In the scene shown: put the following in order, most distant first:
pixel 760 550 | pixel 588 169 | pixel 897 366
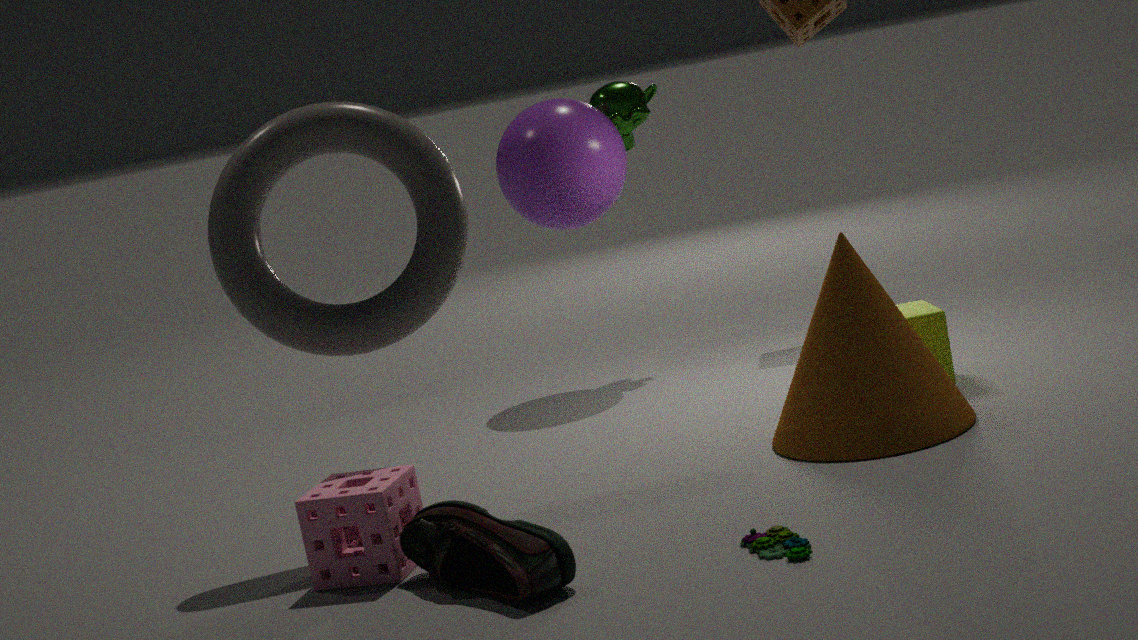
1. pixel 588 169
2. pixel 897 366
3. pixel 760 550
